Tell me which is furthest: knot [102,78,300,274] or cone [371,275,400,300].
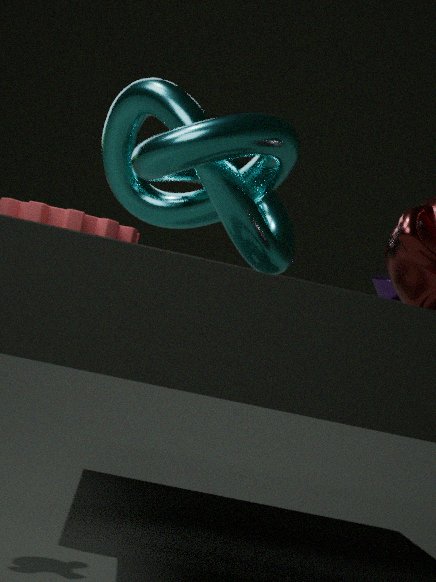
cone [371,275,400,300]
